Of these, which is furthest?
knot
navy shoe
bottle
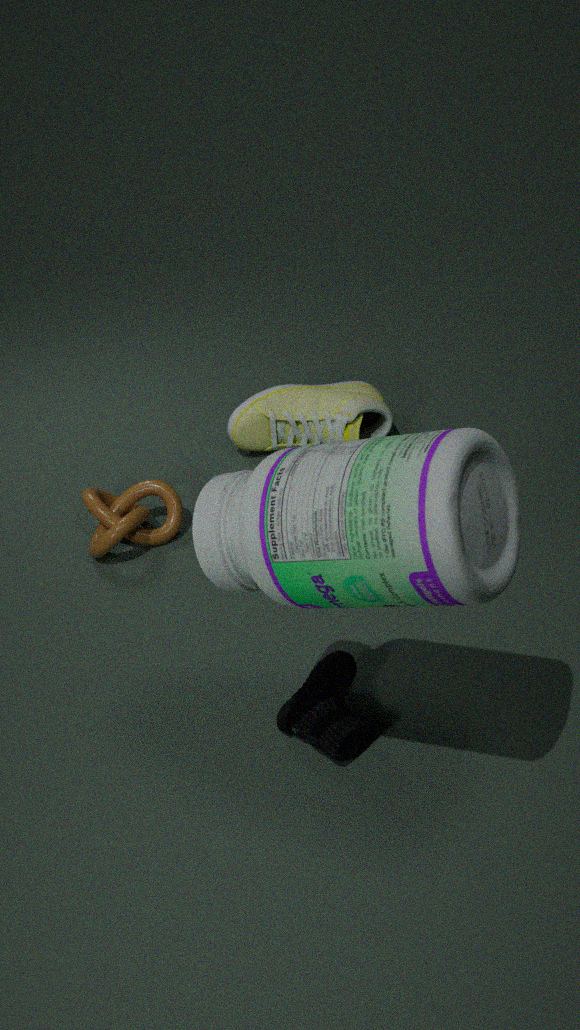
knot
